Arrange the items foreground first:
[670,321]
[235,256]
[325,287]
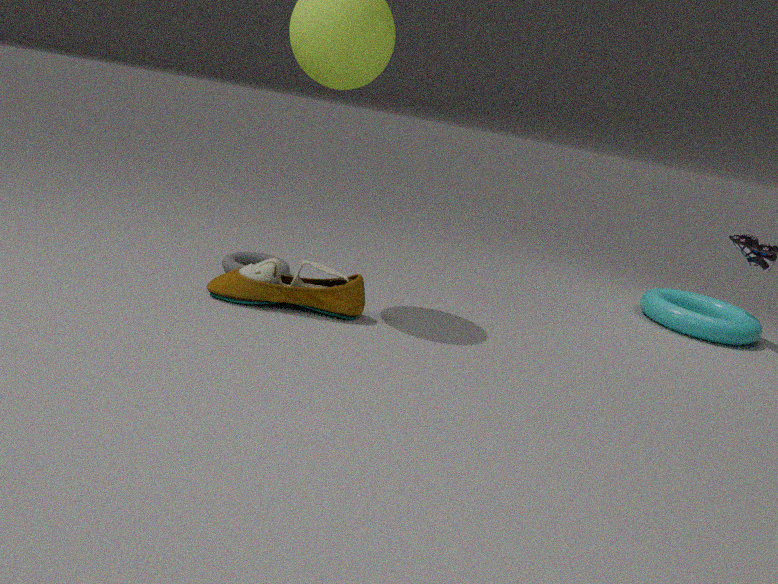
[325,287] → [235,256] → [670,321]
